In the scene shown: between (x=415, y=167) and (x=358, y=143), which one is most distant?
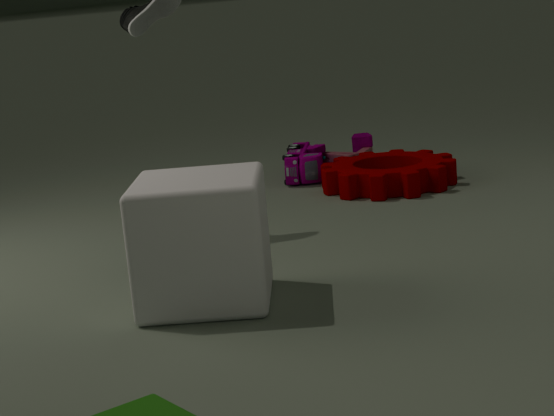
(x=358, y=143)
